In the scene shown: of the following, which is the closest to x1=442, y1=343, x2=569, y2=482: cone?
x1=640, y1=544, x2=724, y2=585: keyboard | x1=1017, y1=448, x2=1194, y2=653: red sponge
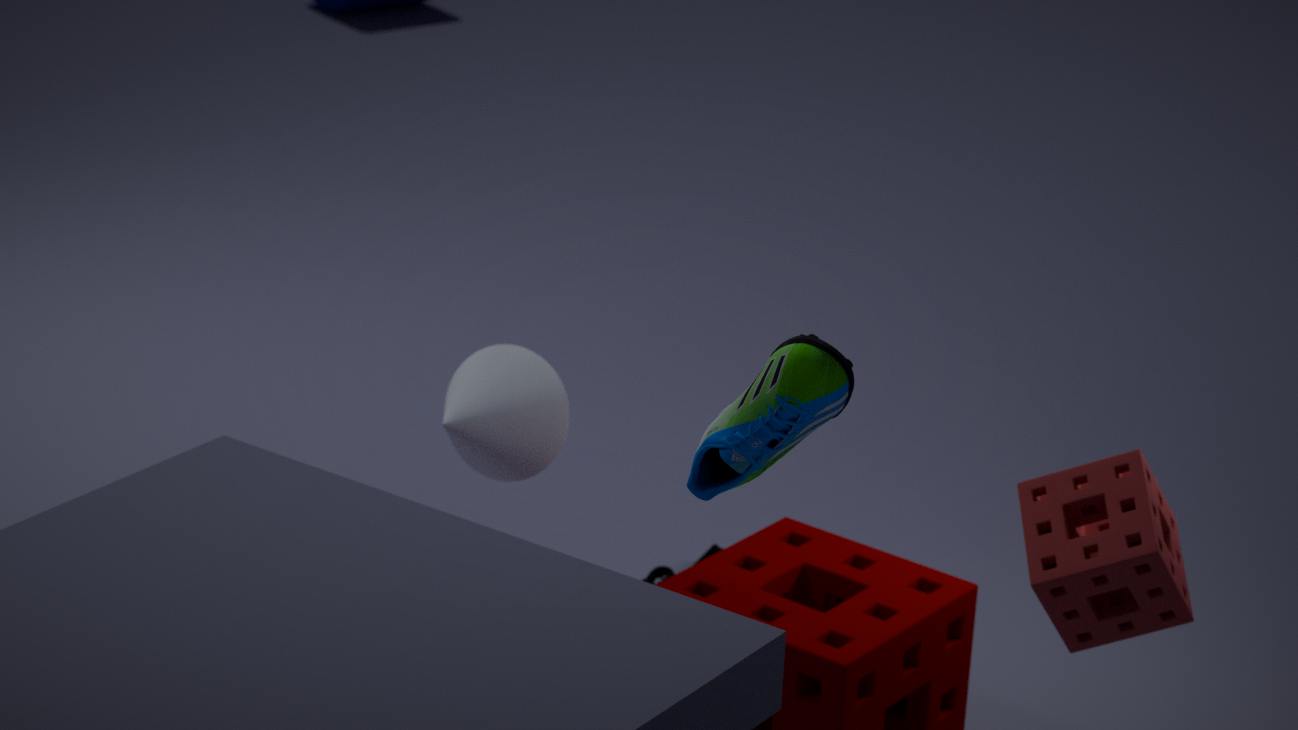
x1=640, y1=544, x2=724, y2=585: keyboard
